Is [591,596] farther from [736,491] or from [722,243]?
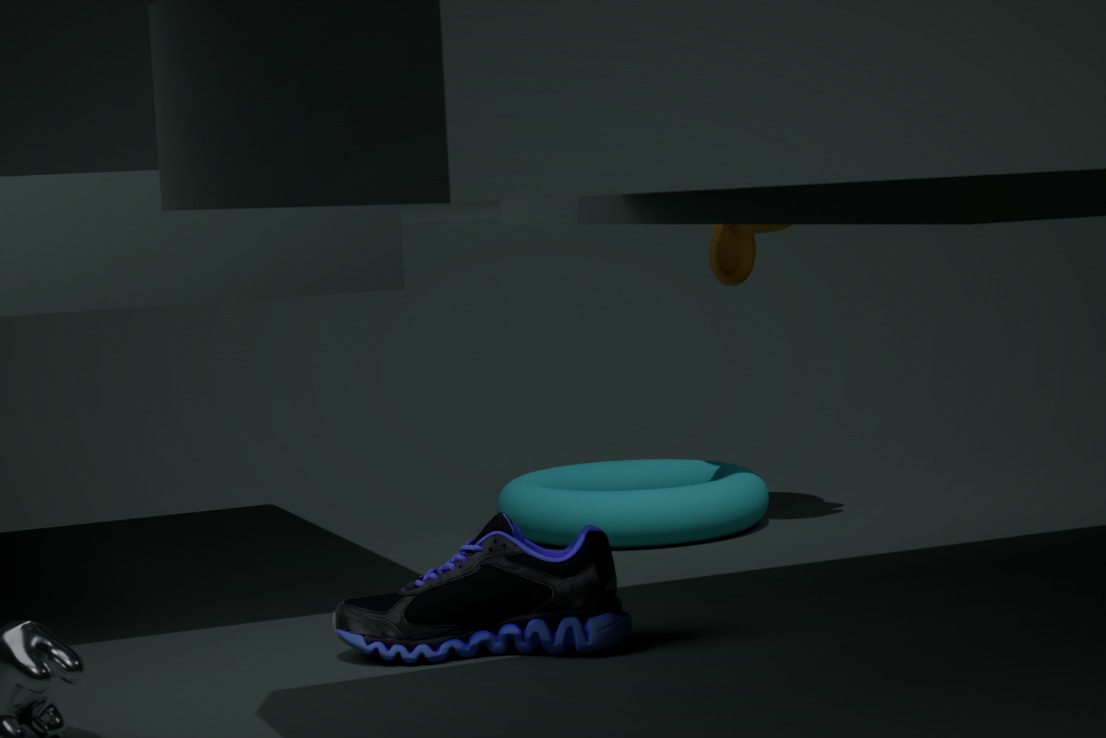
[722,243]
